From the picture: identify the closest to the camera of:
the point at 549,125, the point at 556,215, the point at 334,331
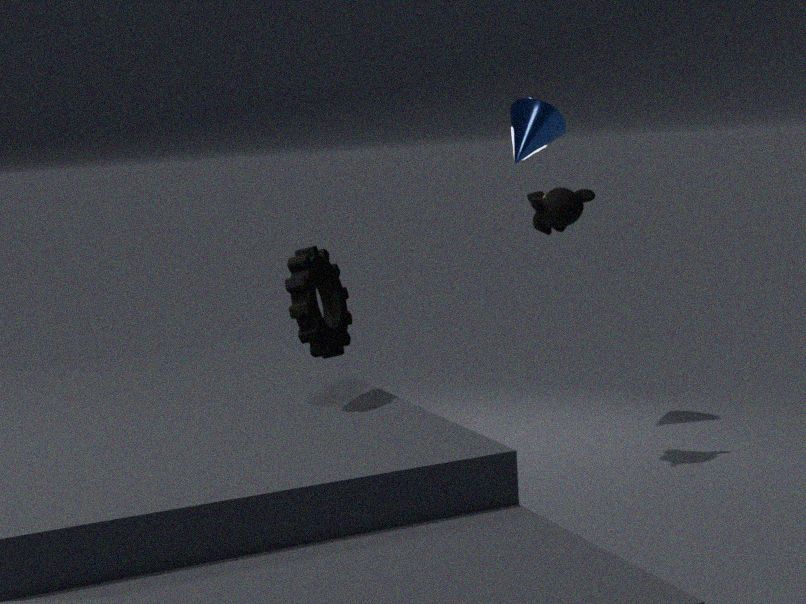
the point at 334,331
